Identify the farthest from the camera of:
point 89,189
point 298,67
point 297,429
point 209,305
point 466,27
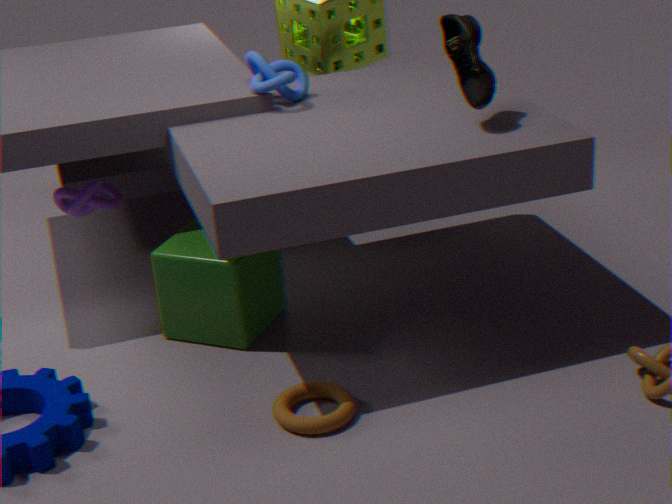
point 298,67
